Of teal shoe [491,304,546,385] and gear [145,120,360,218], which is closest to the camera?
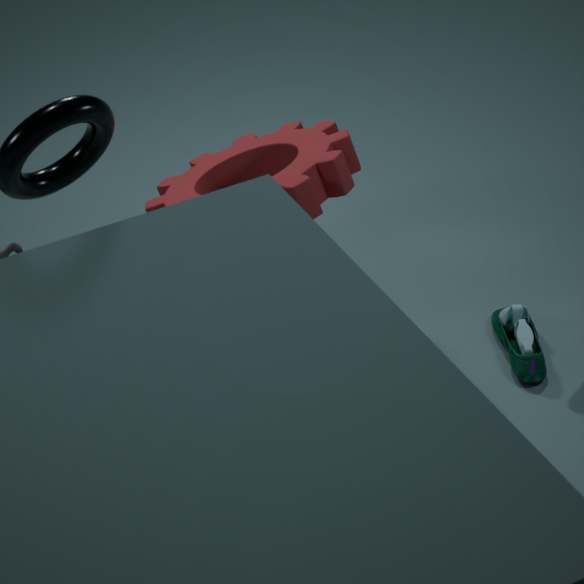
gear [145,120,360,218]
